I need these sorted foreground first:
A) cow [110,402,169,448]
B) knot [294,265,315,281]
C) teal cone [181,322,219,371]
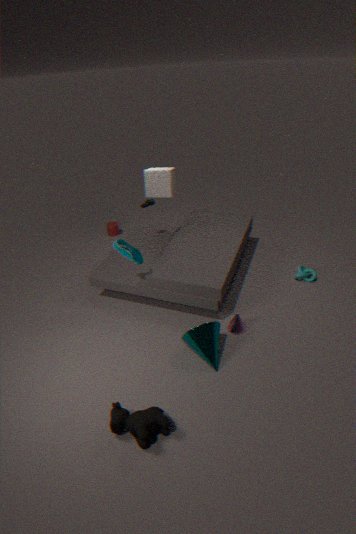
cow [110,402,169,448] < teal cone [181,322,219,371] < knot [294,265,315,281]
